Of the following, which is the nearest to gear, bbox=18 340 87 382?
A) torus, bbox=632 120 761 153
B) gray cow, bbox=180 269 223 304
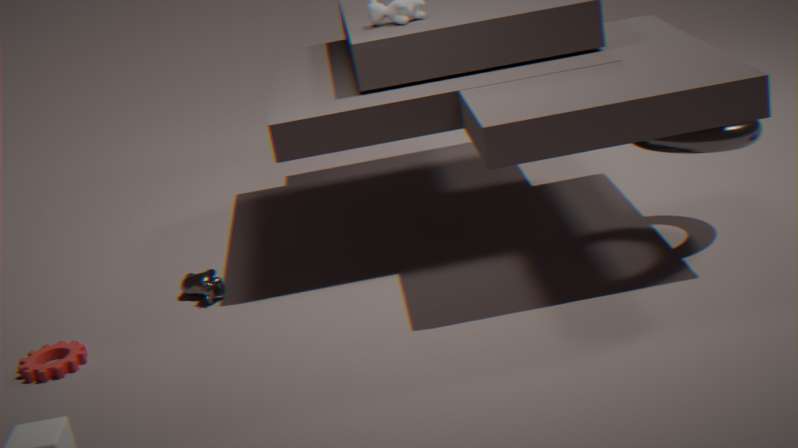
gray cow, bbox=180 269 223 304
